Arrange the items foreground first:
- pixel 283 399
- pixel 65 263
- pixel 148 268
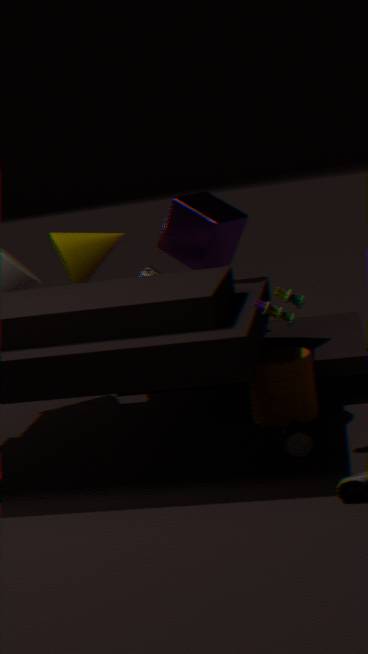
pixel 283 399 → pixel 65 263 → pixel 148 268
